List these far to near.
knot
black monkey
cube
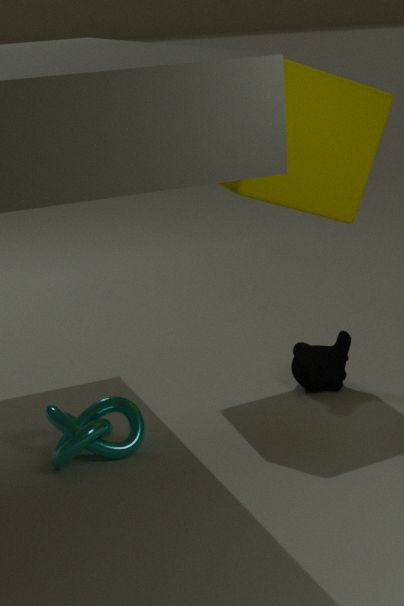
black monkey, cube, knot
